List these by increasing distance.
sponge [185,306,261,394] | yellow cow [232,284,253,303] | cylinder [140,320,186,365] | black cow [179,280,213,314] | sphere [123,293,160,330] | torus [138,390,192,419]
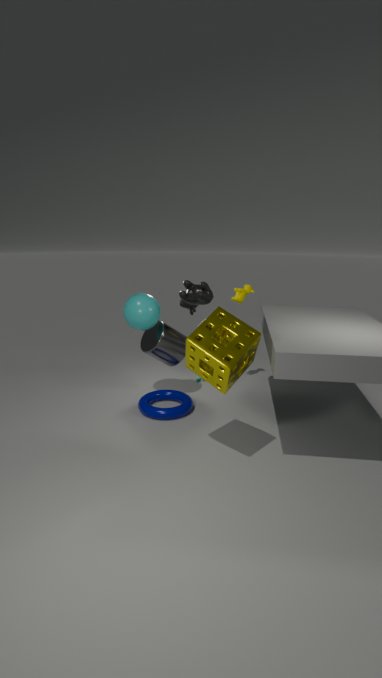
sponge [185,306,261,394] < torus [138,390,192,419] < sphere [123,293,160,330] < cylinder [140,320,186,365] < black cow [179,280,213,314] < yellow cow [232,284,253,303]
